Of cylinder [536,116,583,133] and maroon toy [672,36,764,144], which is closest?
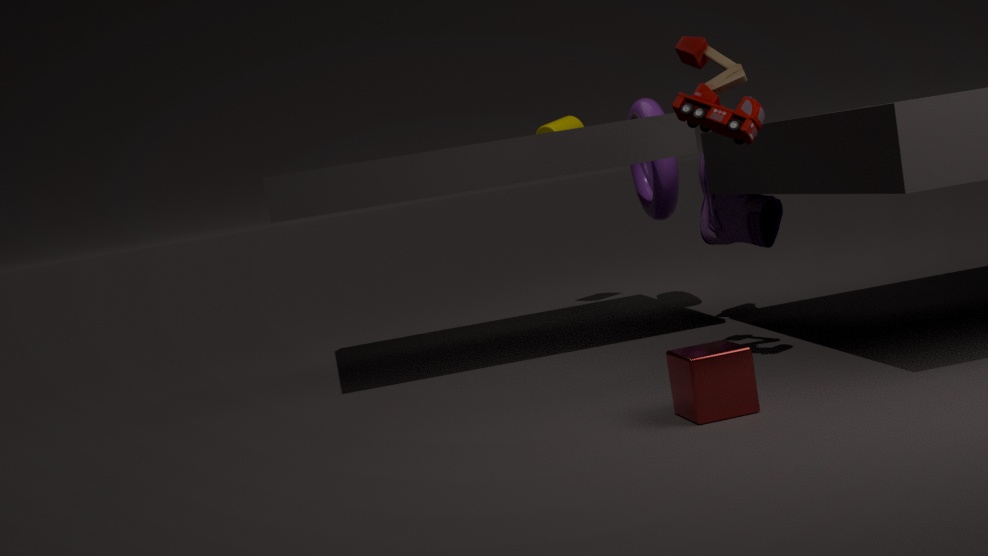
maroon toy [672,36,764,144]
